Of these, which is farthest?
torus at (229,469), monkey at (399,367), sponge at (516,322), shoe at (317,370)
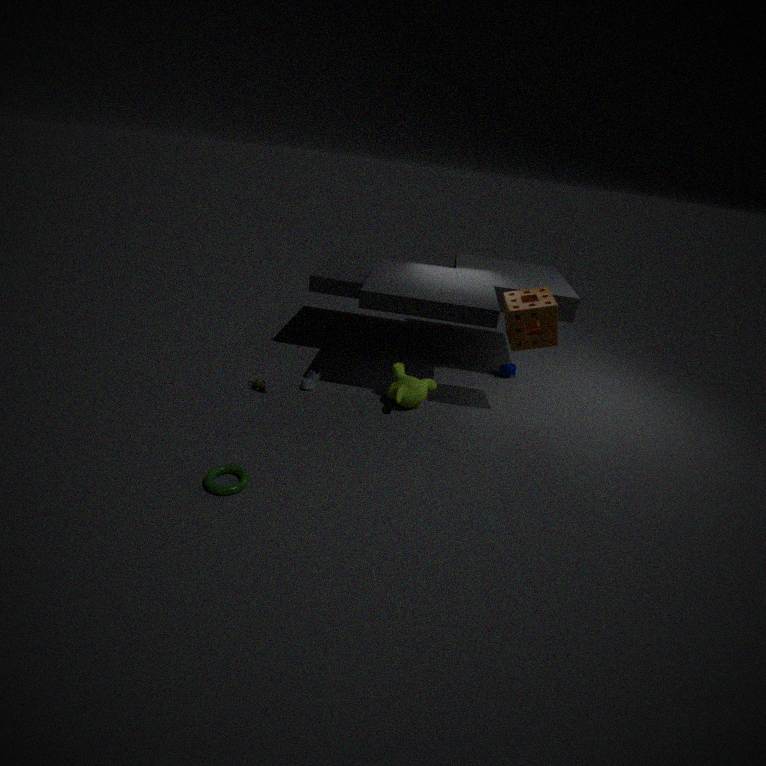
shoe at (317,370)
